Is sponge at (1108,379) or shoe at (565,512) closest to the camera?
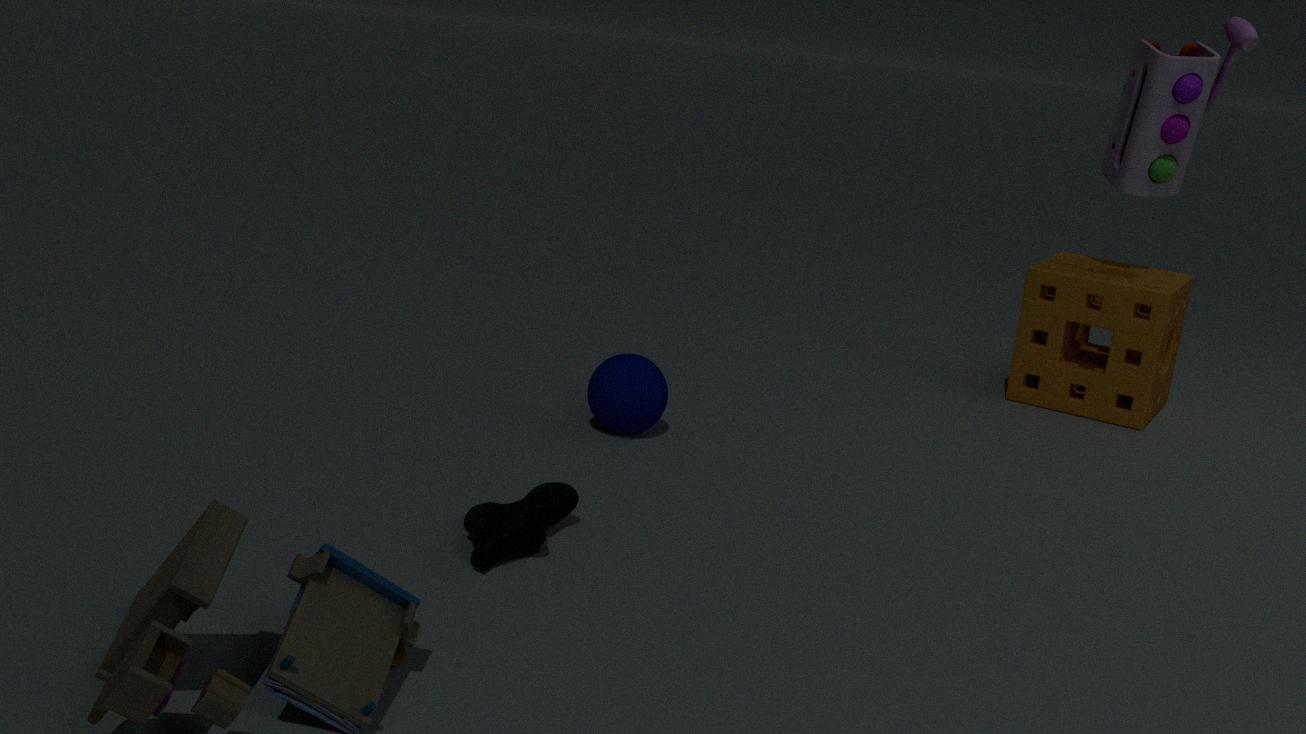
shoe at (565,512)
